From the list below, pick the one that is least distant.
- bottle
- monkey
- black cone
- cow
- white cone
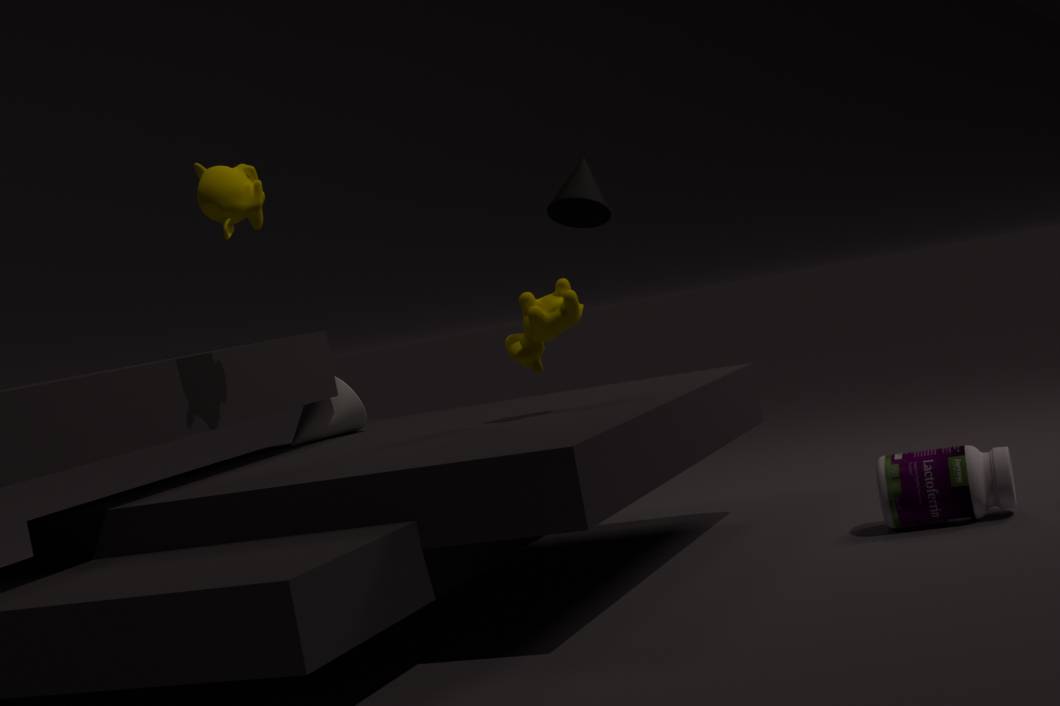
monkey
